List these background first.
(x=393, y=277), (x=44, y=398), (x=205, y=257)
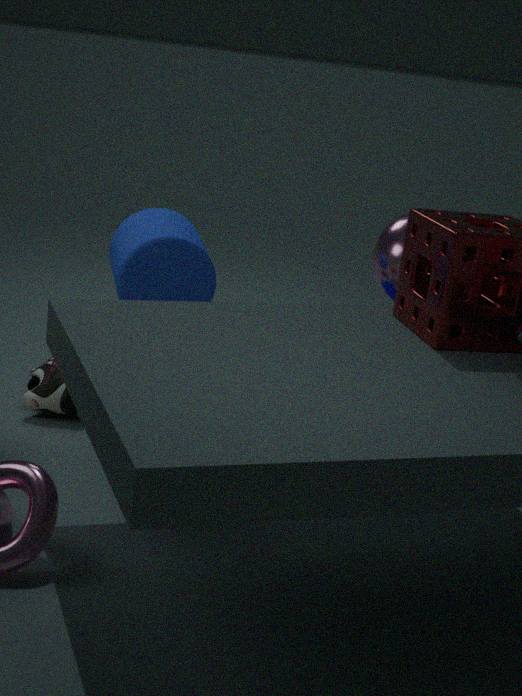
(x=44, y=398)
(x=205, y=257)
(x=393, y=277)
